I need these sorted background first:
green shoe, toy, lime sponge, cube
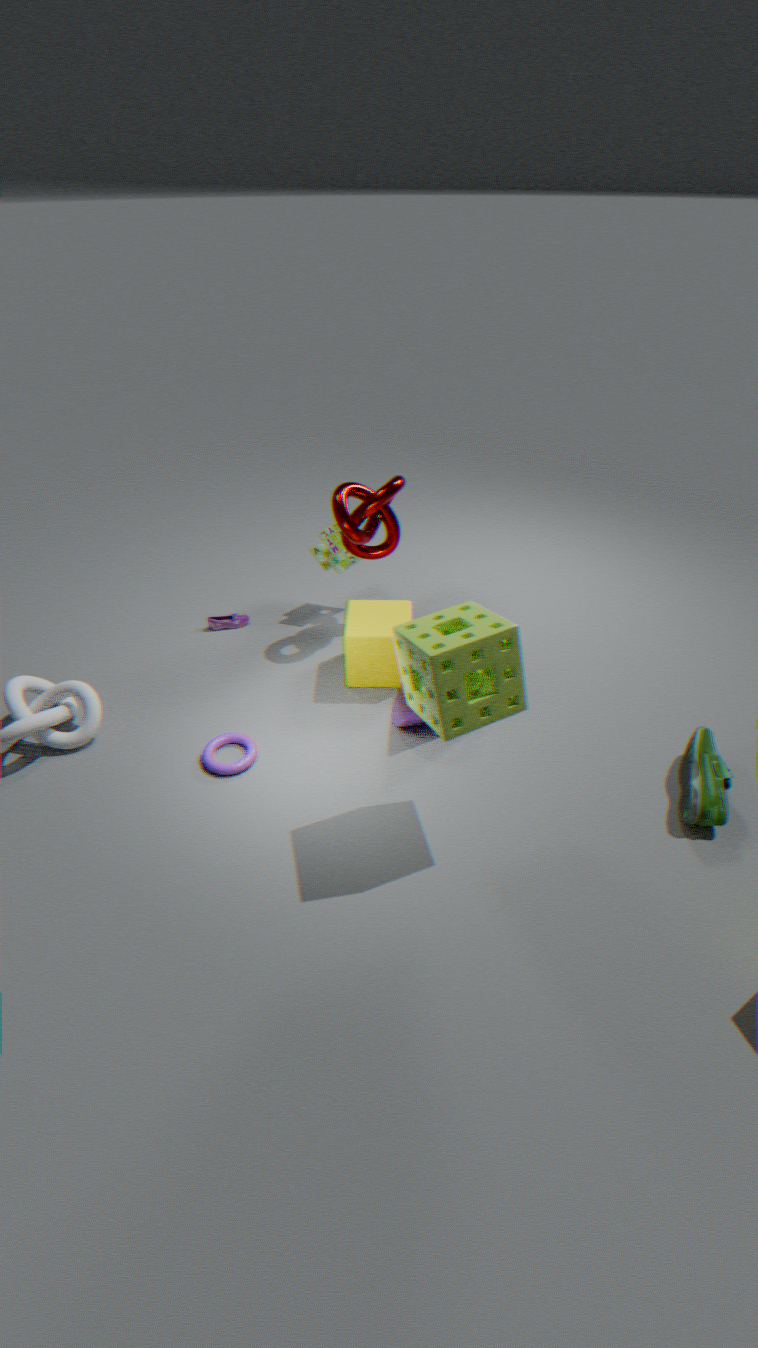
toy
cube
green shoe
lime sponge
